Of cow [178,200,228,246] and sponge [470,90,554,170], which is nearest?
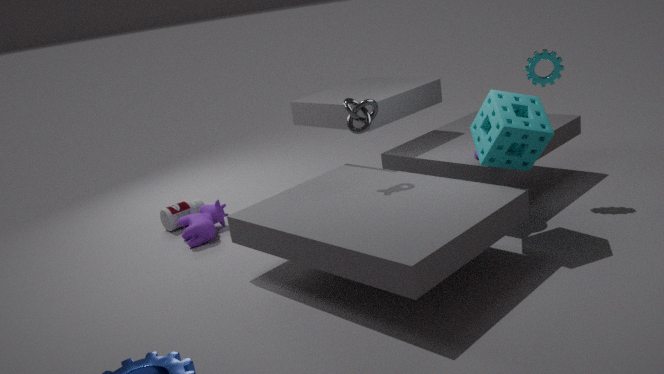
sponge [470,90,554,170]
